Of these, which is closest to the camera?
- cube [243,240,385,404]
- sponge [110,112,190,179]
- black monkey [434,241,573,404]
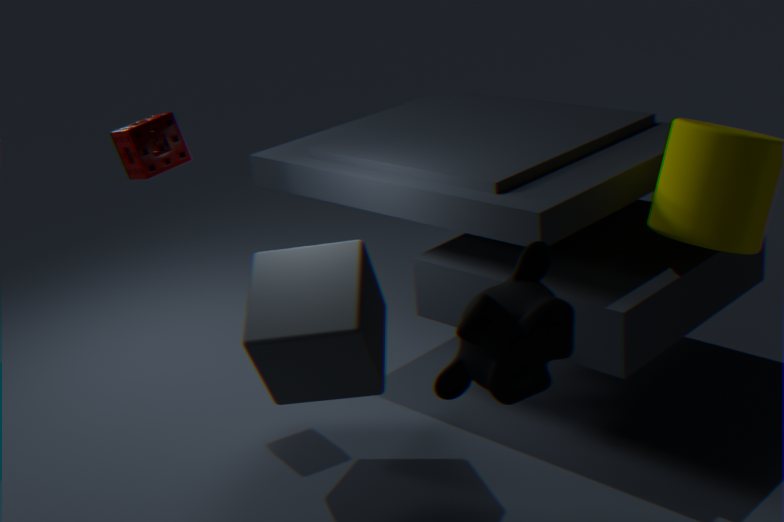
black monkey [434,241,573,404]
